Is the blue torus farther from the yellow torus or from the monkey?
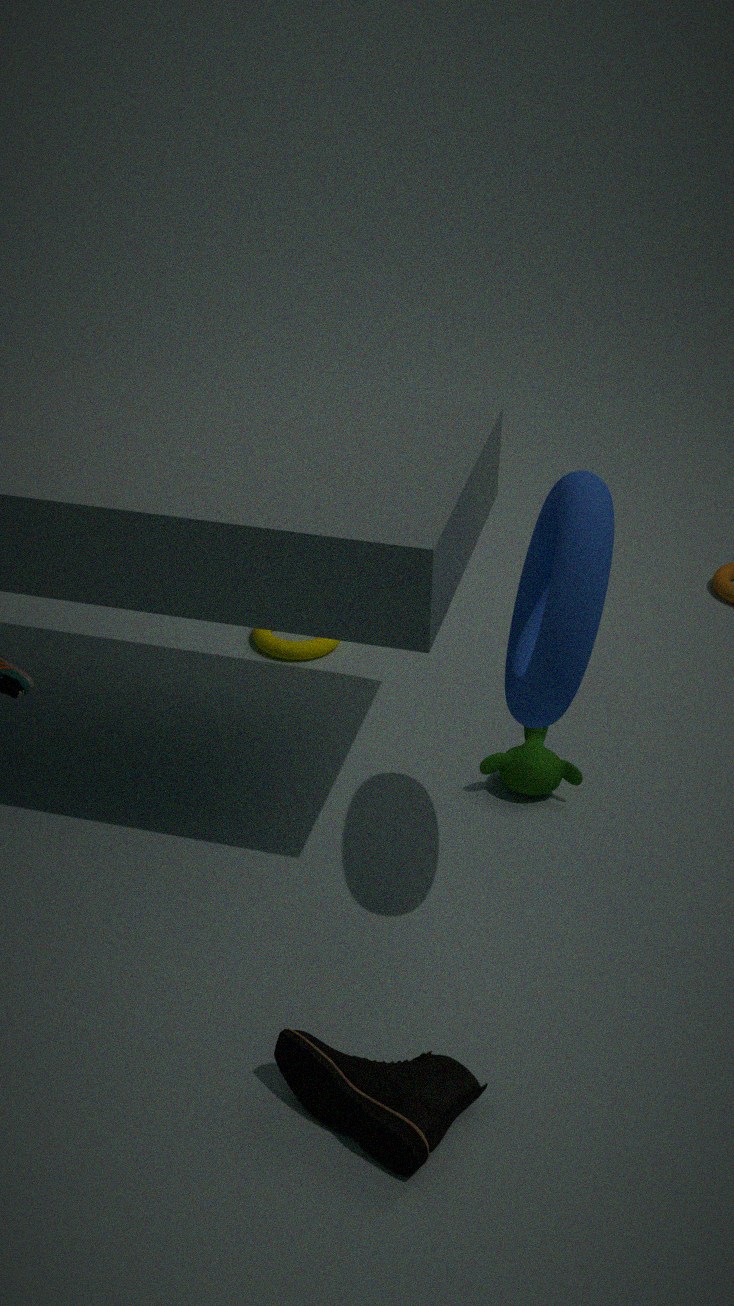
the yellow torus
